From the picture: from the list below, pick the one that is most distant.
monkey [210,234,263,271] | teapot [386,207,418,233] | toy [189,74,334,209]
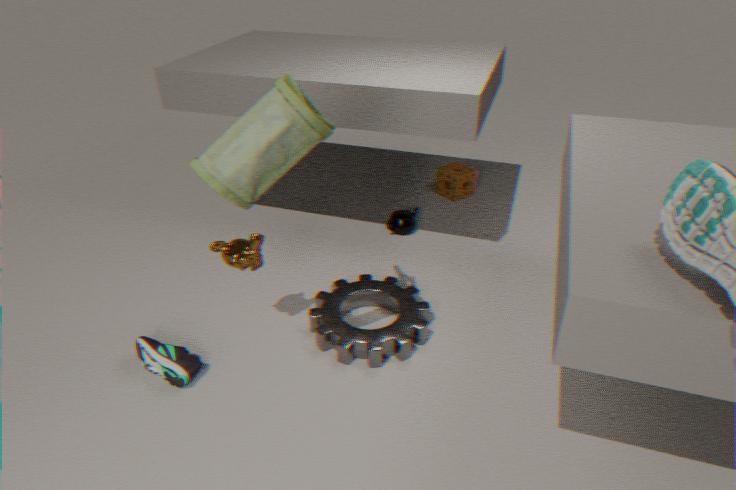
teapot [386,207,418,233]
